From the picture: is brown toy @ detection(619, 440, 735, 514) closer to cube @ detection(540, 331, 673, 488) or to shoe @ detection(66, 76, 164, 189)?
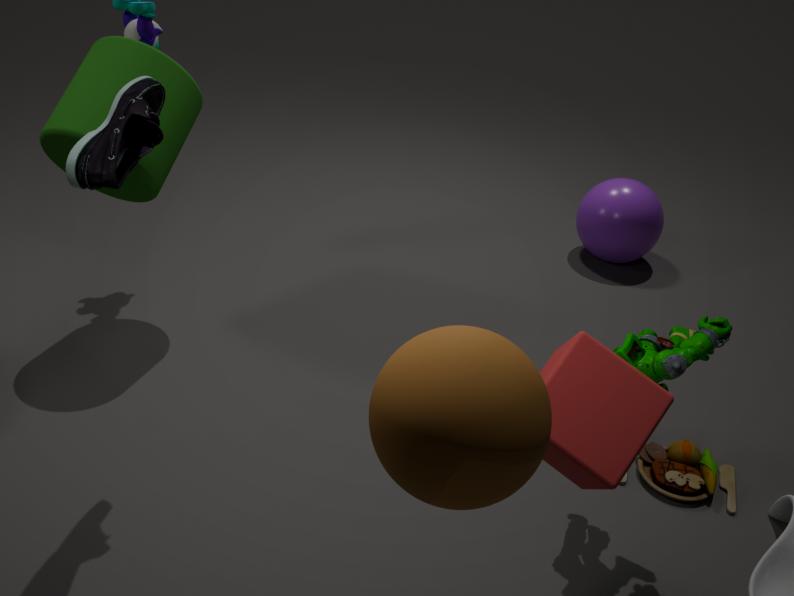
cube @ detection(540, 331, 673, 488)
